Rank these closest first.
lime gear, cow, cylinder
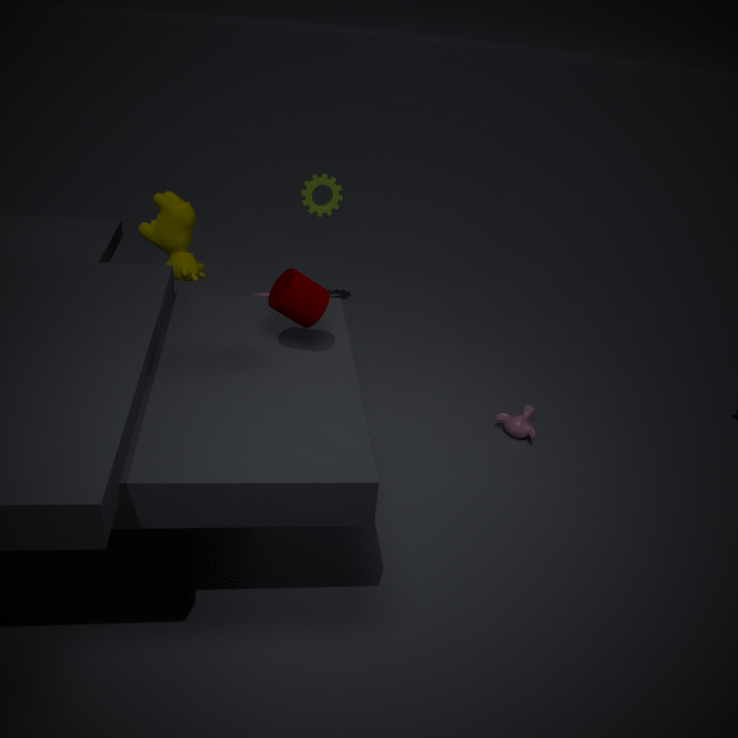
1. cylinder
2. cow
3. lime gear
